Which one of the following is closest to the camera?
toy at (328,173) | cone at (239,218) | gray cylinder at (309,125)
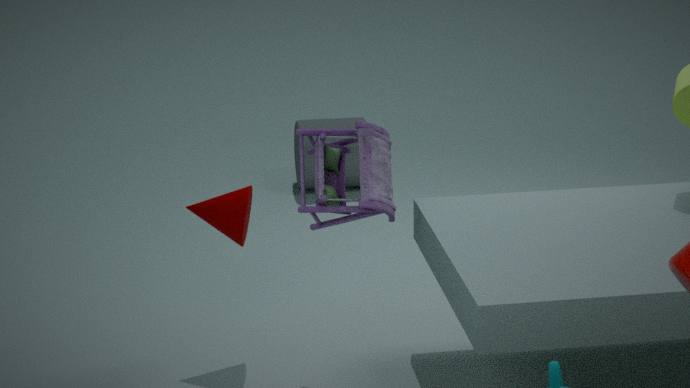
toy at (328,173)
